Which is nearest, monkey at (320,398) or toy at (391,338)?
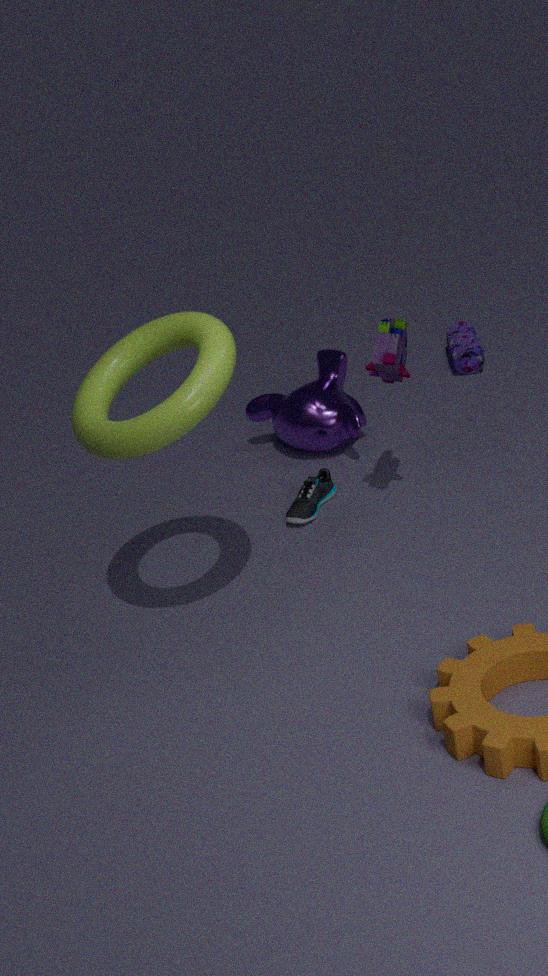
toy at (391,338)
